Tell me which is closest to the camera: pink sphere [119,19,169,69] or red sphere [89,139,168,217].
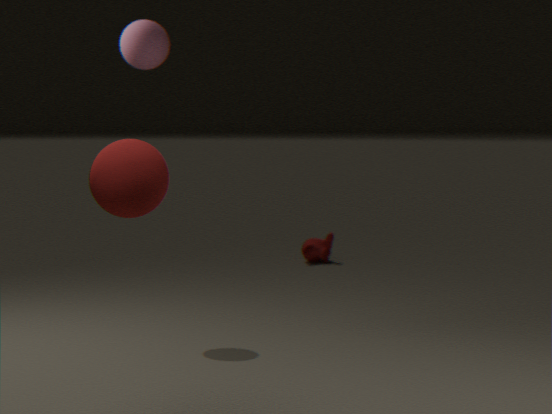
red sphere [89,139,168,217]
